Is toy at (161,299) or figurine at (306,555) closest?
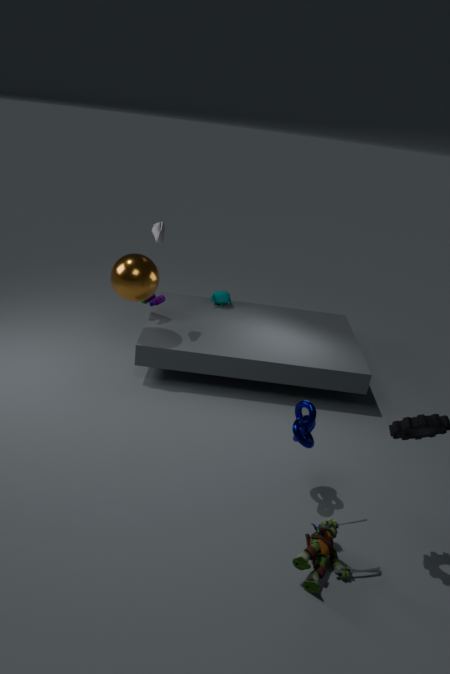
figurine at (306,555)
